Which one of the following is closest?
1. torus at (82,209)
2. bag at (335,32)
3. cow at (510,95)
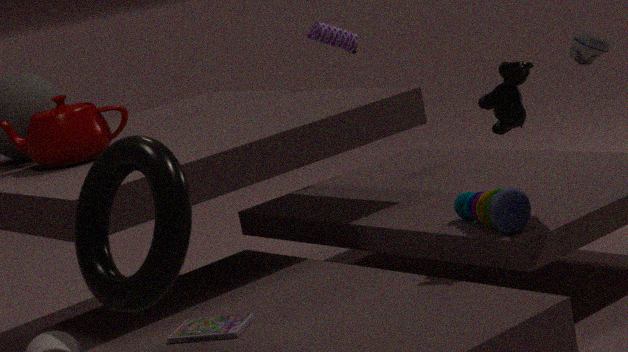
torus at (82,209)
